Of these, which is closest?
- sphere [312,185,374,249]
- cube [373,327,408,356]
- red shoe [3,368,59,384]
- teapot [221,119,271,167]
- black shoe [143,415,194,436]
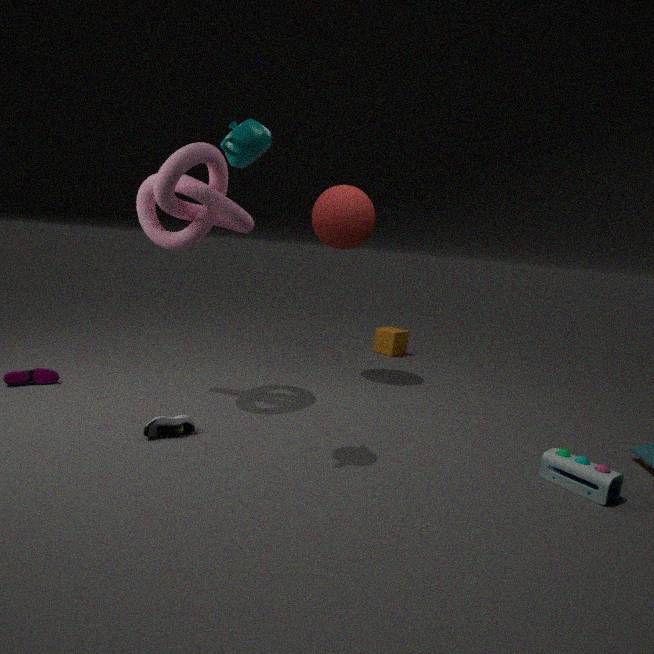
teapot [221,119,271,167]
